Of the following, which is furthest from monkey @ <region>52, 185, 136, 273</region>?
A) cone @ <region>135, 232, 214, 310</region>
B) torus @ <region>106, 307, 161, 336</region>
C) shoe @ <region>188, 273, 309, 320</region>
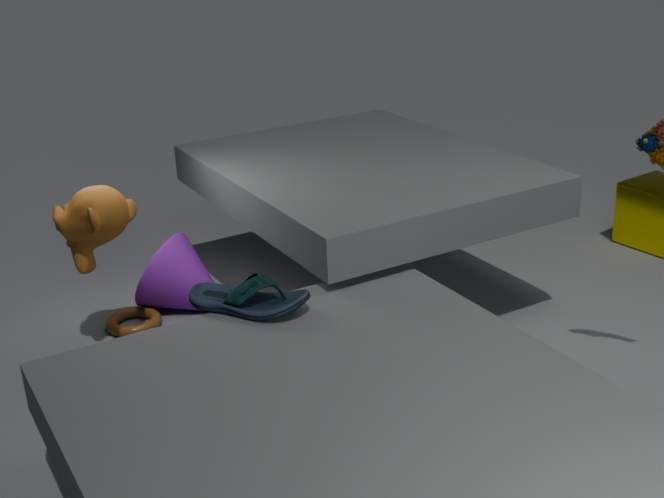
shoe @ <region>188, 273, 309, 320</region>
